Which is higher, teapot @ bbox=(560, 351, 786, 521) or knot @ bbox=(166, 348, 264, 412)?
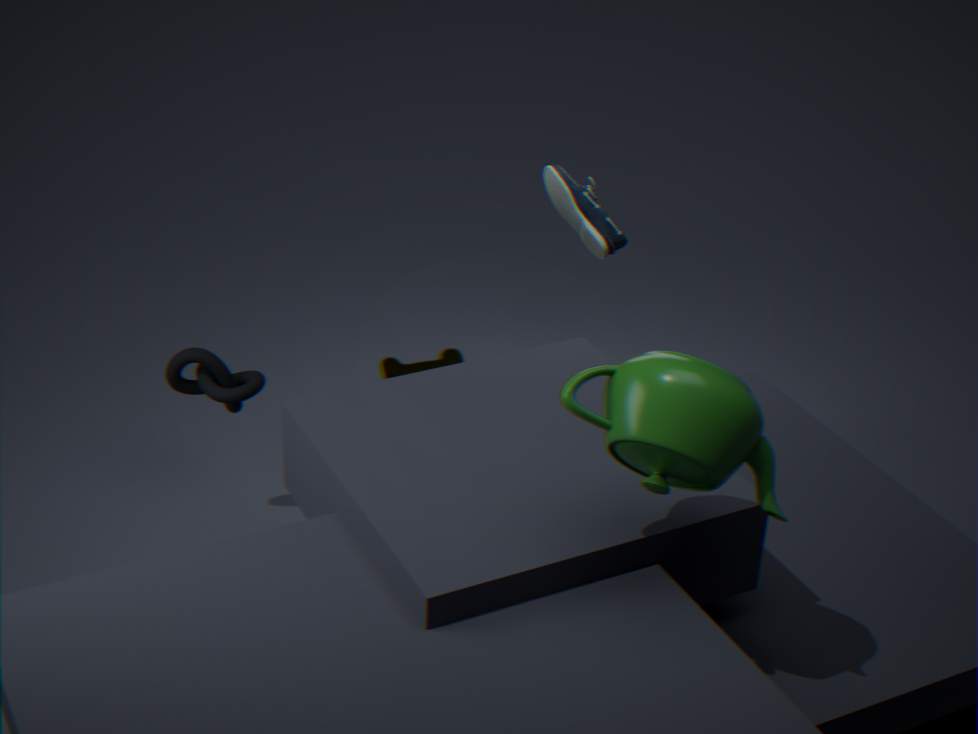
teapot @ bbox=(560, 351, 786, 521)
